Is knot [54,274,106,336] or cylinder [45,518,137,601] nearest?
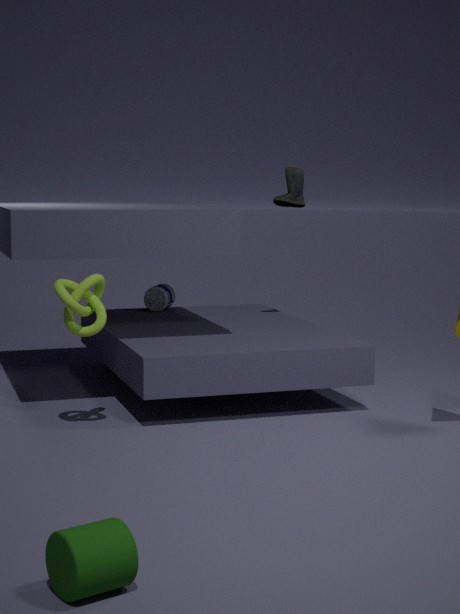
cylinder [45,518,137,601]
